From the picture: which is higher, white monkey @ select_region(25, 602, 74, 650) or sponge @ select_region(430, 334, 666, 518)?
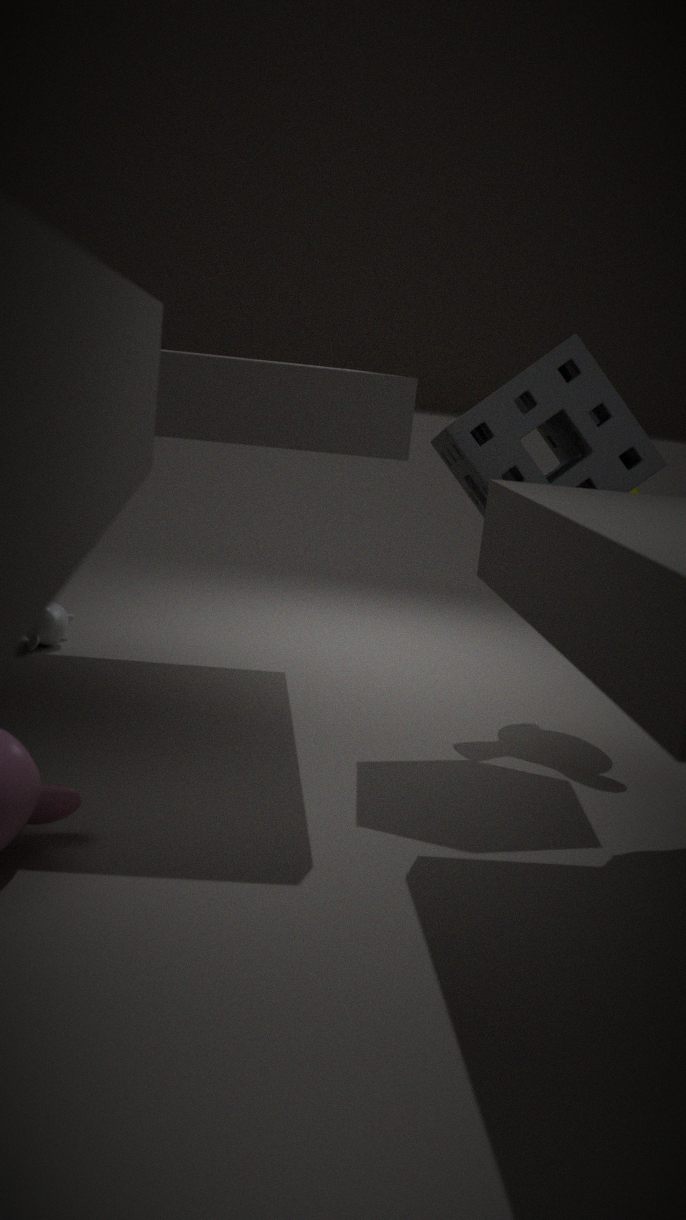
sponge @ select_region(430, 334, 666, 518)
